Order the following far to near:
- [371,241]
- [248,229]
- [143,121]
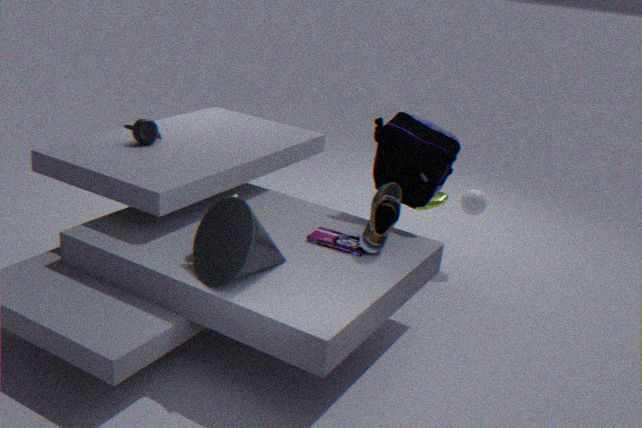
[143,121]
[371,241]
[248,229]
